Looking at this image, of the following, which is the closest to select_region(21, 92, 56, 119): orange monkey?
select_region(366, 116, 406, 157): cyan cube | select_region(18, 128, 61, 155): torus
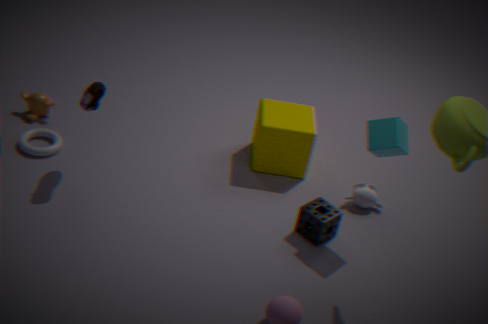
select_region(18, 128, 61, 155): torus
